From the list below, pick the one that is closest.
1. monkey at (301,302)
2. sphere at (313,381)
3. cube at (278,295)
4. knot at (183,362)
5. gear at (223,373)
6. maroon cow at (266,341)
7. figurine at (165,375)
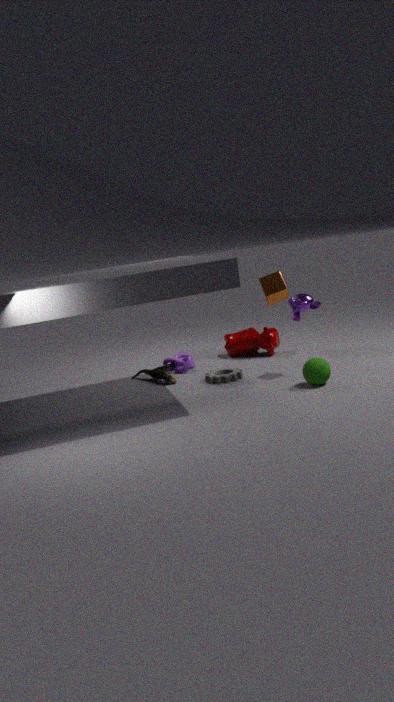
sphere at (313,381)
